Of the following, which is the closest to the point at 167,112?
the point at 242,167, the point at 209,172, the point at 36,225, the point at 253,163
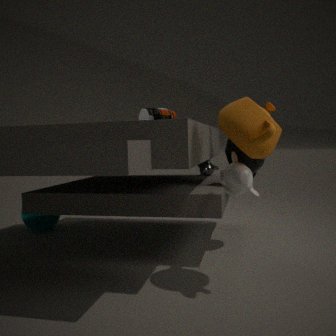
the point at 209,172
